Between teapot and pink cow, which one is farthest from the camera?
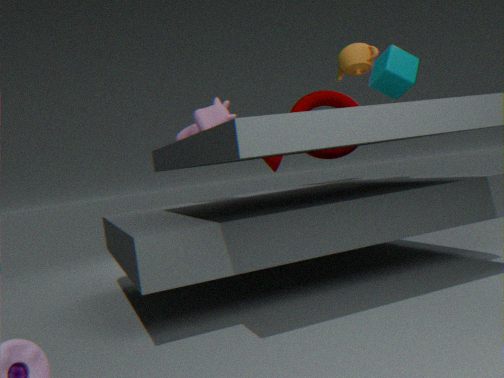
pink cow
